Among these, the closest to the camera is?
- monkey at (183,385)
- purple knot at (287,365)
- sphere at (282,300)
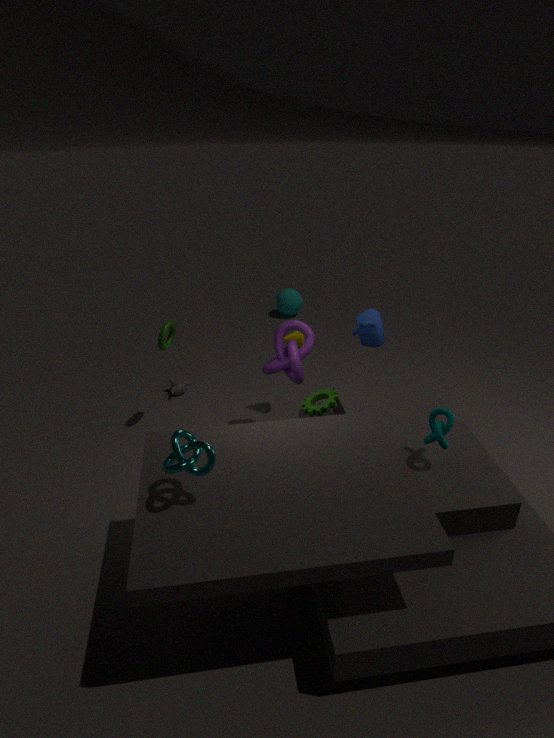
purple knot at (287,365)
